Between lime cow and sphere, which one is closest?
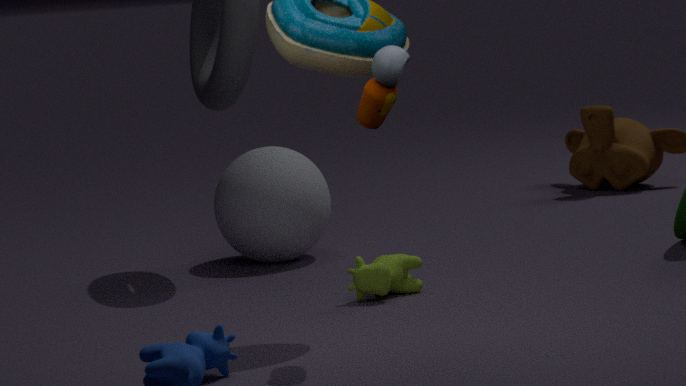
lime cow
